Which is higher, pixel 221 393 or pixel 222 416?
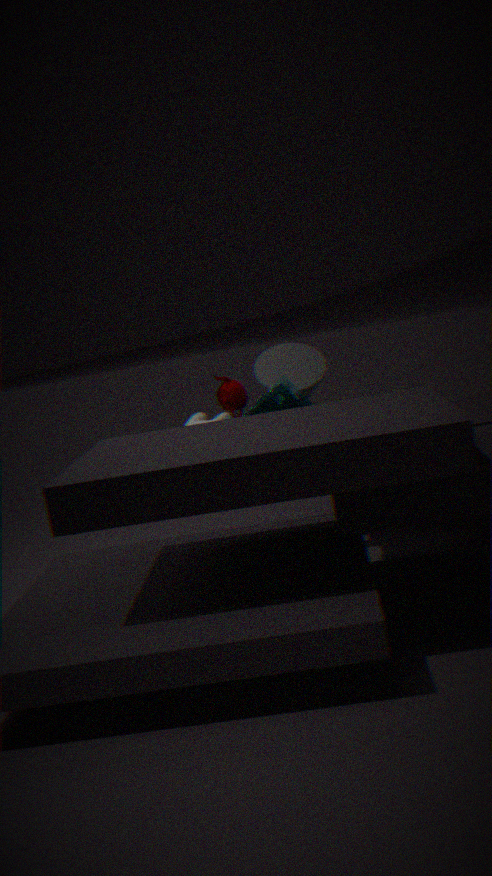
pixel 221 393
